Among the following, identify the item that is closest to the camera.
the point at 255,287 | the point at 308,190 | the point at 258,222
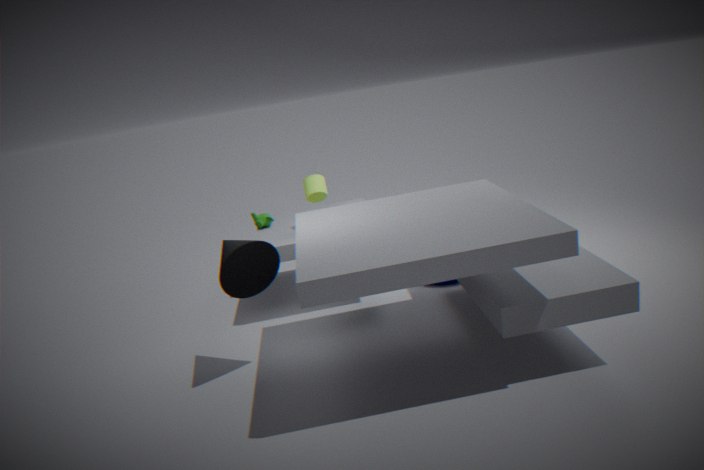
the point at 255,287
